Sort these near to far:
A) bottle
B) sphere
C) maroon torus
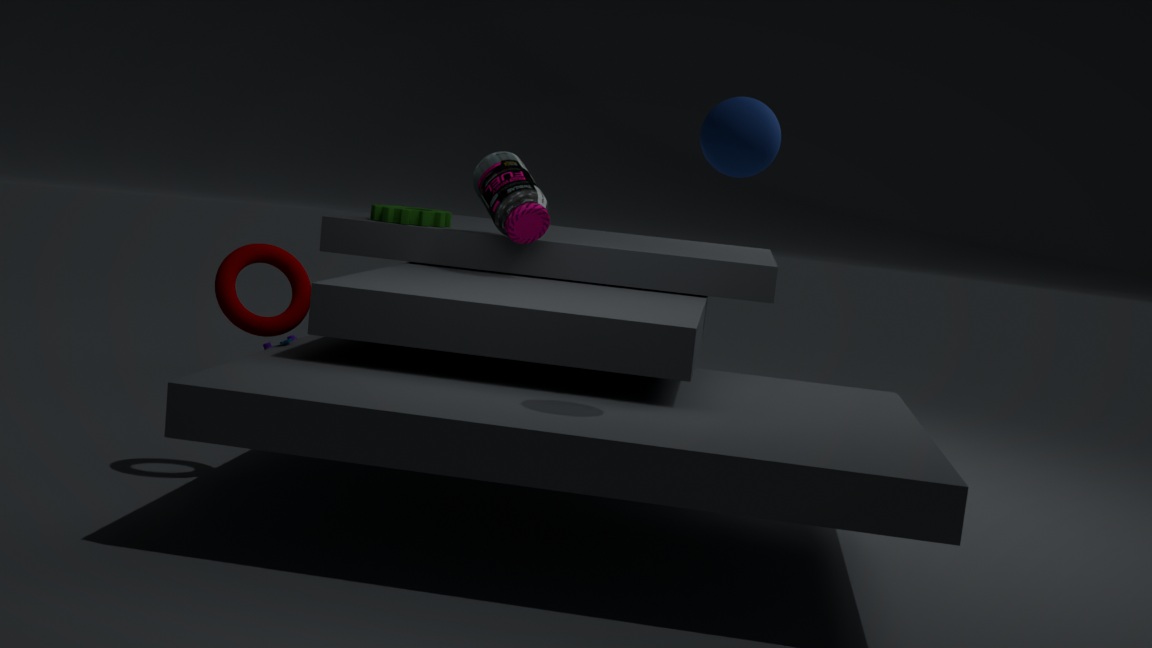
sphere, maroon torus, bottle
